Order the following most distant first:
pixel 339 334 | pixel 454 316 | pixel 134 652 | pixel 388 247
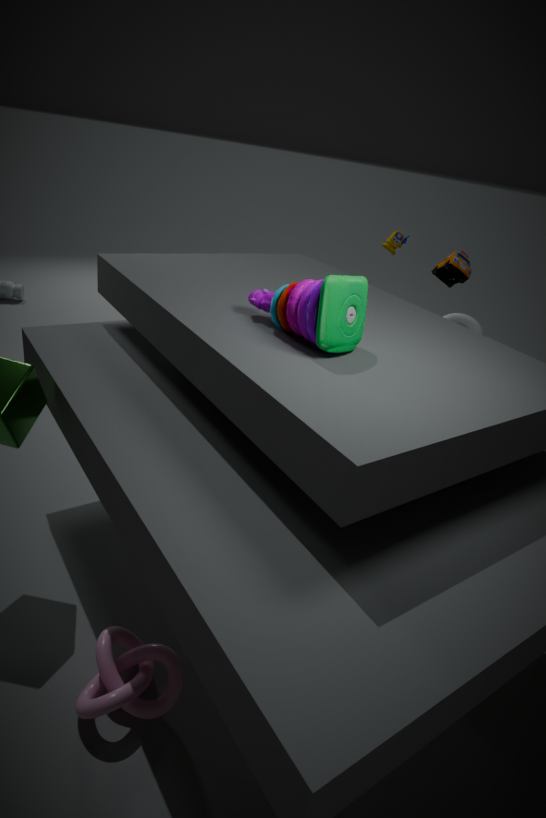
pixel 454 316 < pixel 388 247 < pixel 134 652 < pixel 339 334
